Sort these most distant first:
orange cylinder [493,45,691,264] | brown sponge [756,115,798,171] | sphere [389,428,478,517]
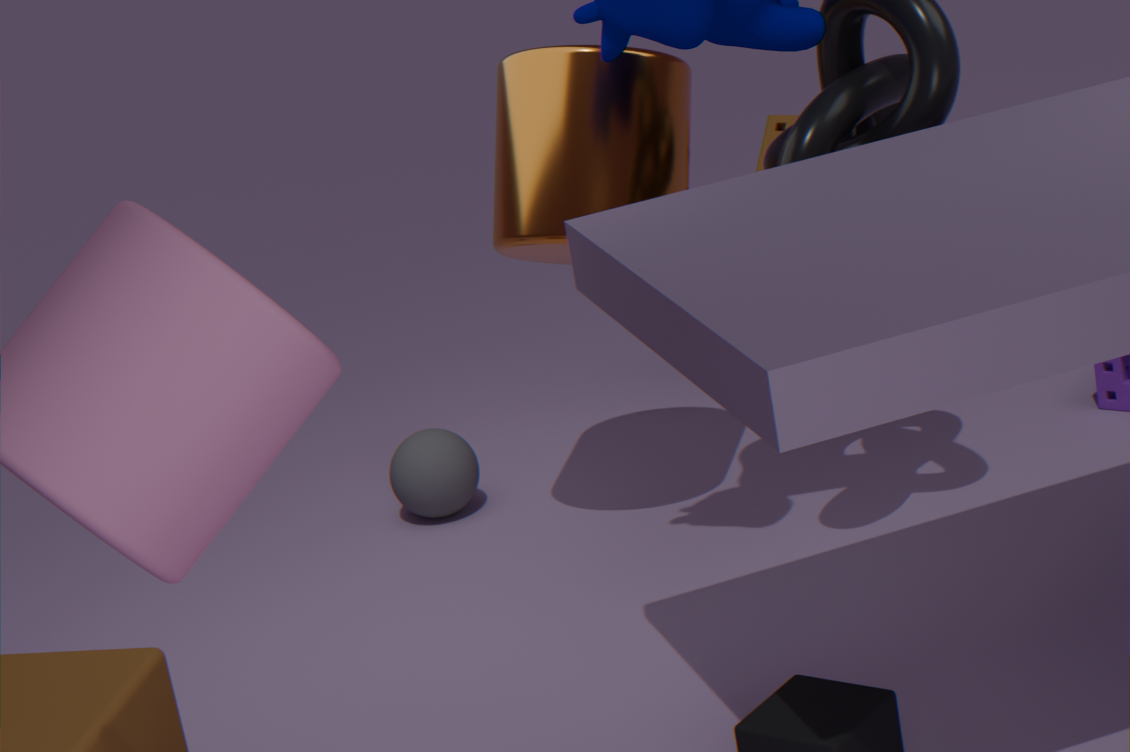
brown sponge [756,115,798,171], sphere [389,428,478,517], orange cylinder [493,45,691,264]
